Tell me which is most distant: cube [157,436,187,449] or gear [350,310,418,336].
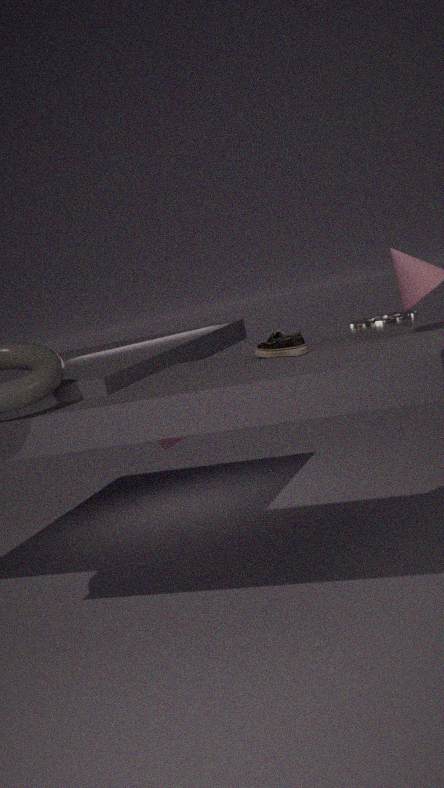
cube [157,436,187,449]
